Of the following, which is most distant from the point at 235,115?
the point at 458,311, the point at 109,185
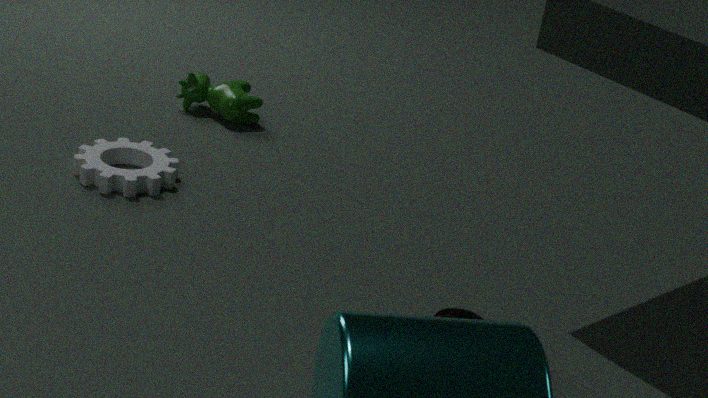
the point at 458,311
